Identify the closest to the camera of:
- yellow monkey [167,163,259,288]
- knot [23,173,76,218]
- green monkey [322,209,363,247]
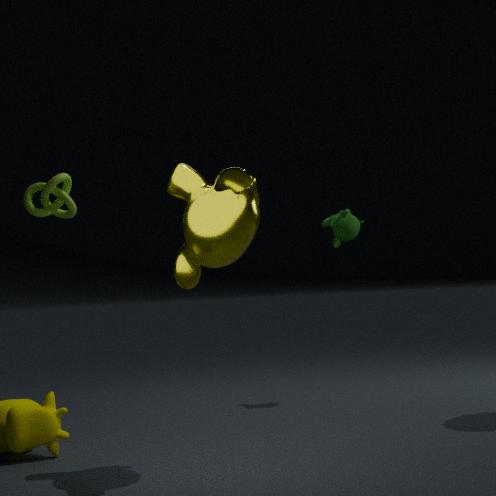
yellow monkey [167,163,259,288]
